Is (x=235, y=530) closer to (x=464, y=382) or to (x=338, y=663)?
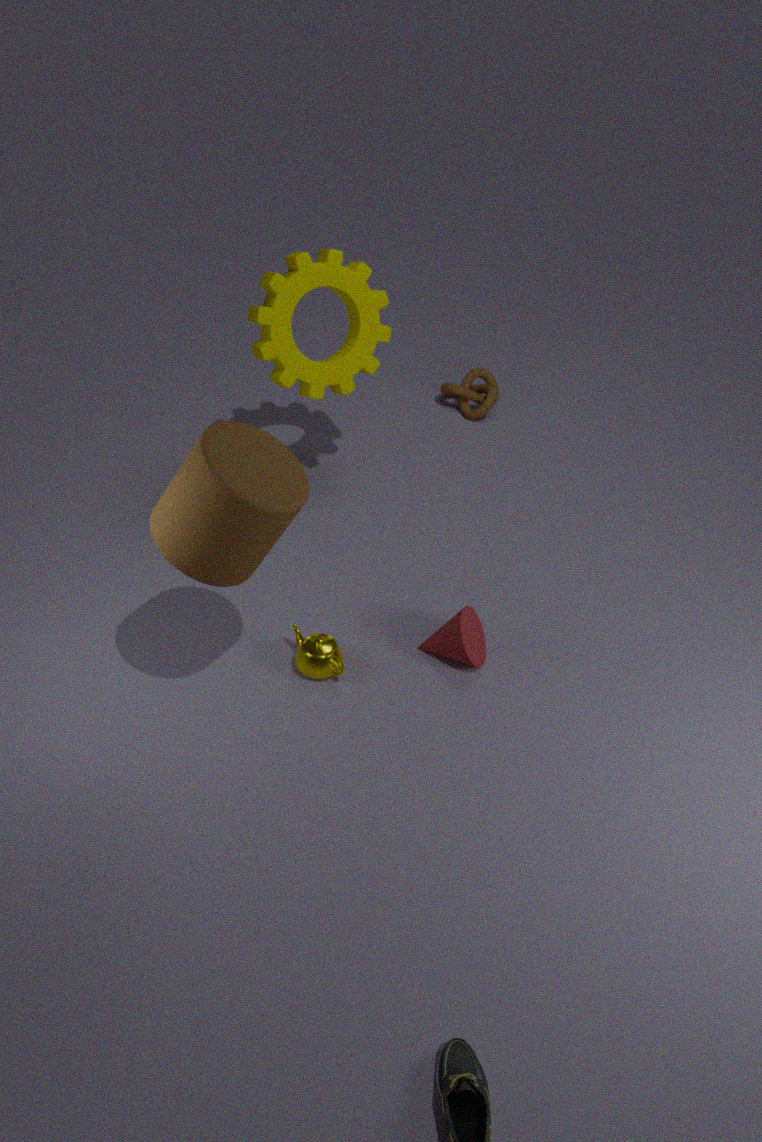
(x=338, y=663)
